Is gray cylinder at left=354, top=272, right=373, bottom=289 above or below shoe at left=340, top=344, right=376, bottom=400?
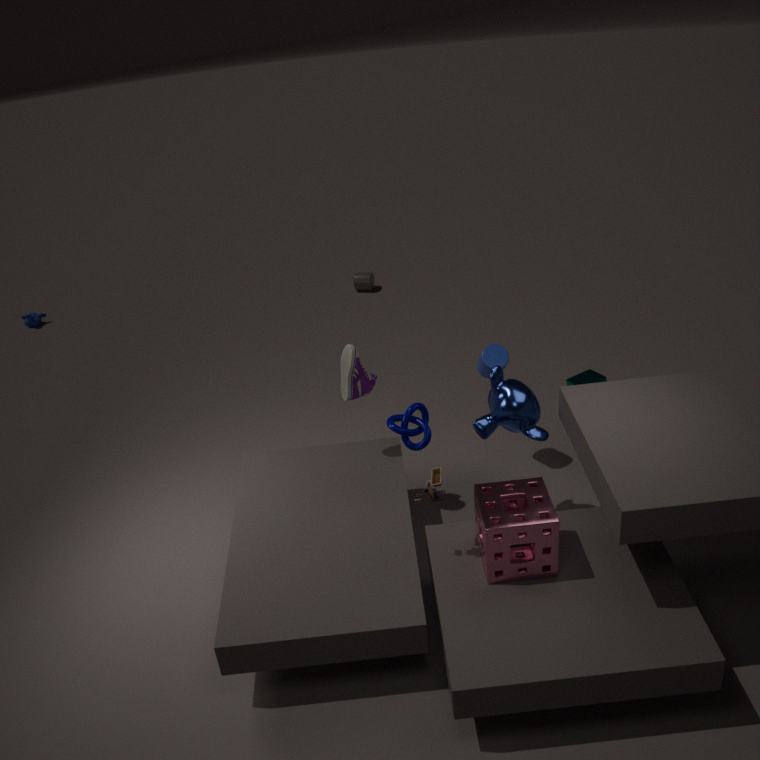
below
